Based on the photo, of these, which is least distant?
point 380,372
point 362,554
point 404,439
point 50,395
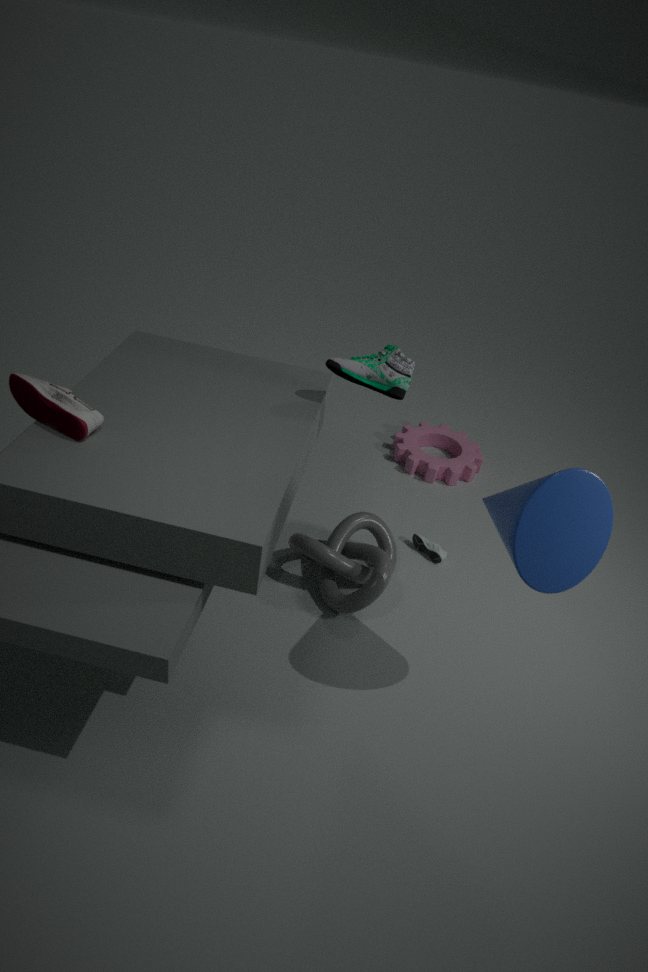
point 50,395
